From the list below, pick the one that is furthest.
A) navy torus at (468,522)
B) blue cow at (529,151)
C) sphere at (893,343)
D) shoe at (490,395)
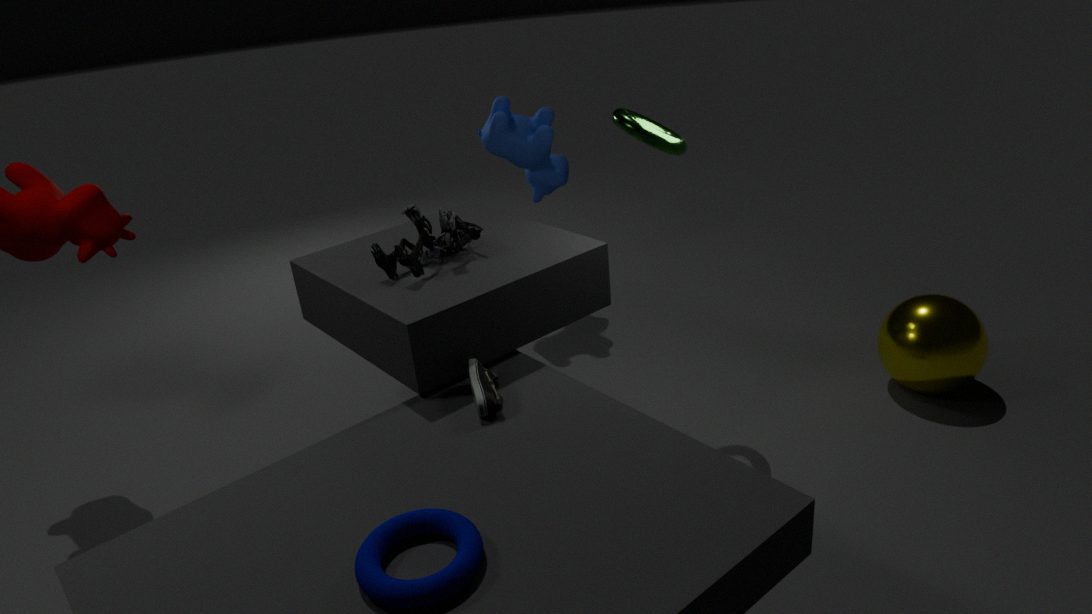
blue cow at (529,151)
